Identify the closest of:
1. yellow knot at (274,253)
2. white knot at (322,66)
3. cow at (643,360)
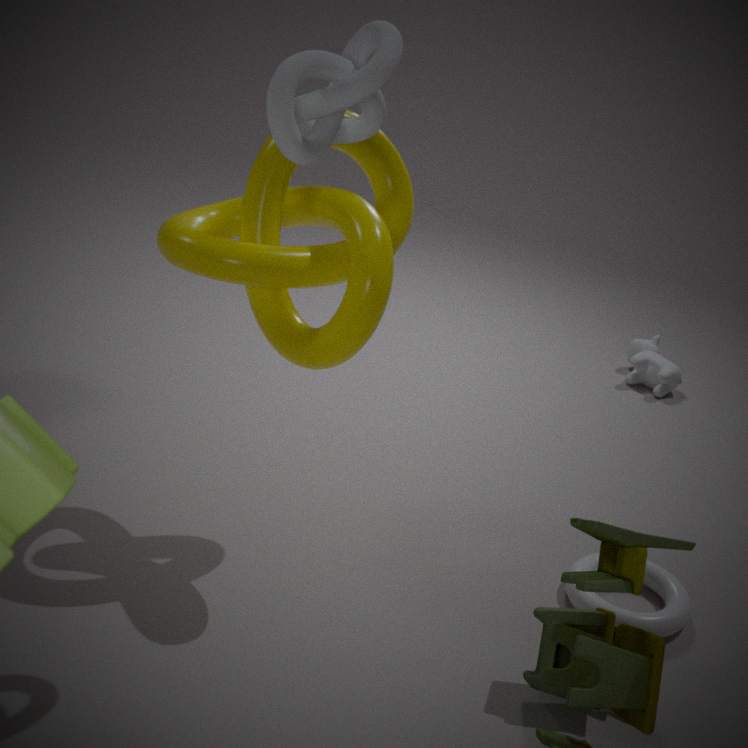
white knot at (322,66)
